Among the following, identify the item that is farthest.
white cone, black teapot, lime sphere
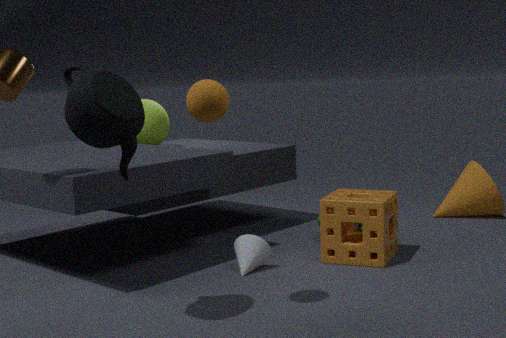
lime sphere
